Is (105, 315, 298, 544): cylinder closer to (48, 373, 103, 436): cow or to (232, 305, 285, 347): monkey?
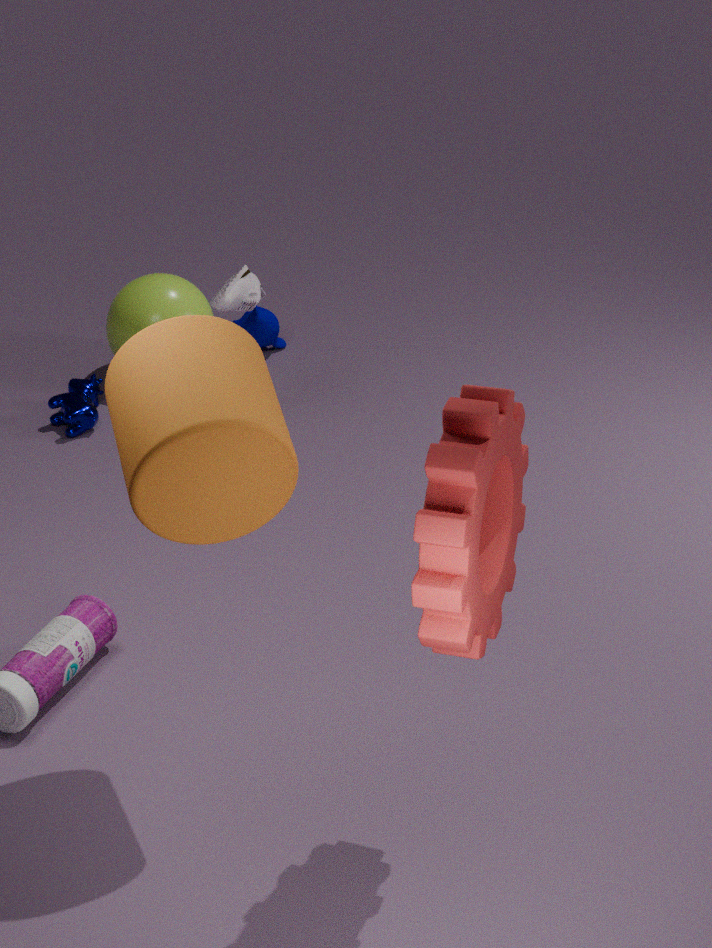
(48, 373, 103, 436): cow
